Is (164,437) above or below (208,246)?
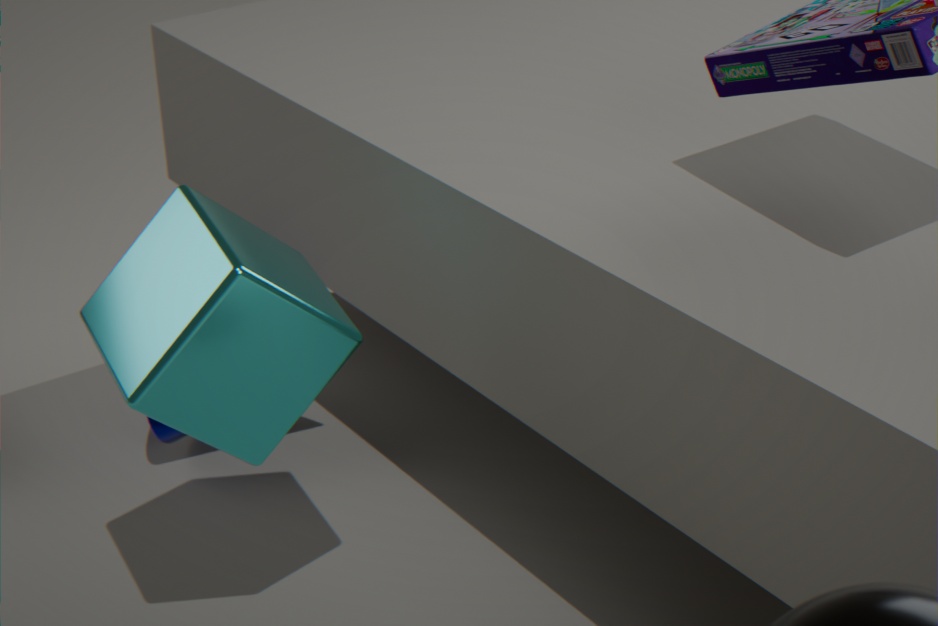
below
